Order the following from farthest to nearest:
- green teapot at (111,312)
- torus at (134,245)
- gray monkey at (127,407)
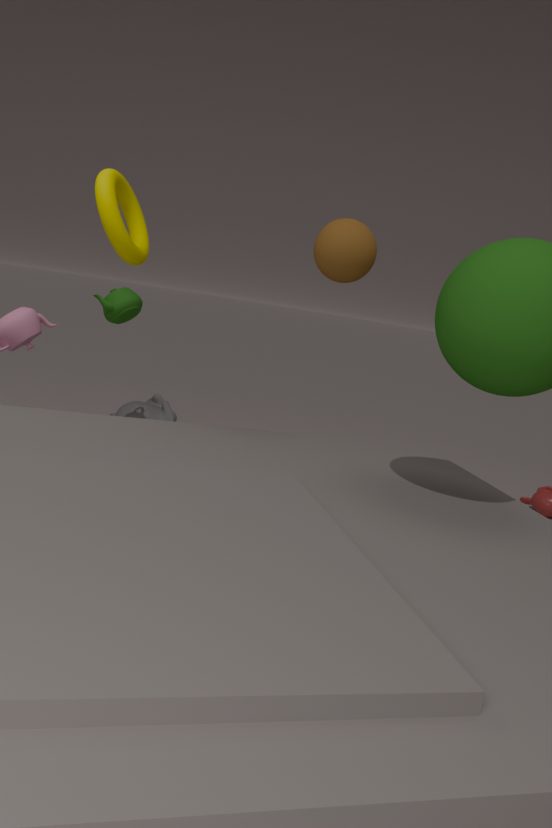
gray monkey at (127,407) → green teapot at (111,312) → torus at (134,245)
